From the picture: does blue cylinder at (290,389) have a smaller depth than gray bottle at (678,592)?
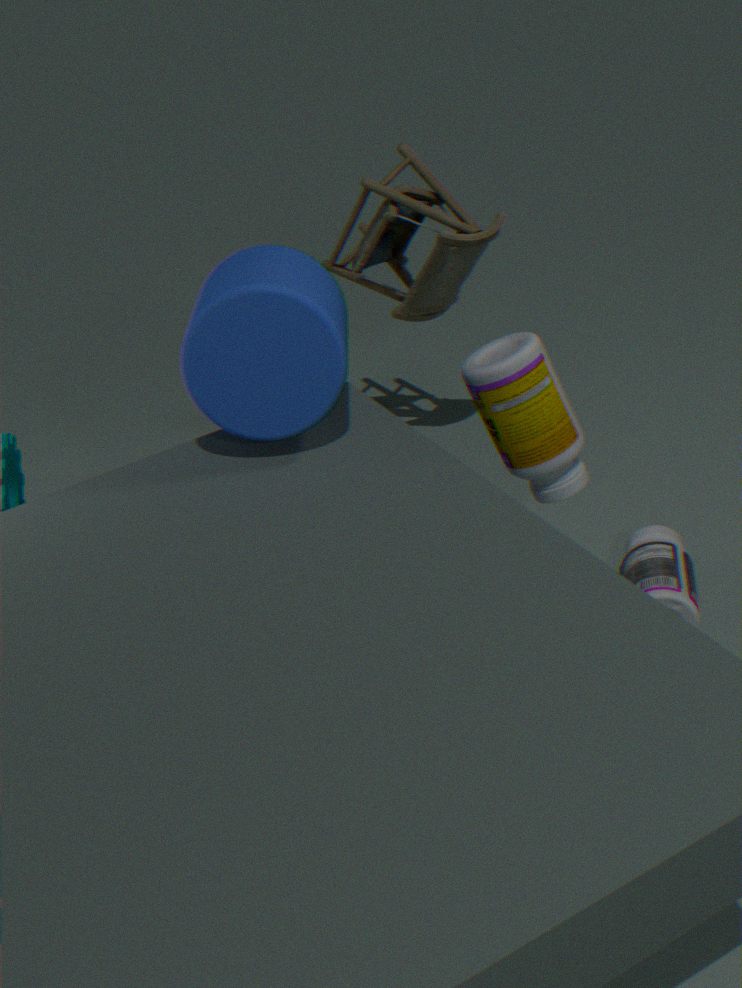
Yes
